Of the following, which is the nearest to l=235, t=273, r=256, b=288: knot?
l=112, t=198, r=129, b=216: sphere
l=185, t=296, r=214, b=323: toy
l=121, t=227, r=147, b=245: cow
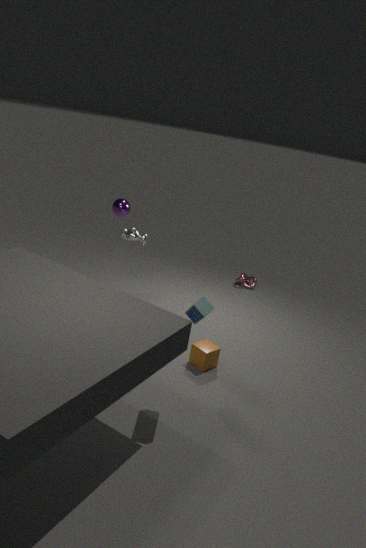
l=121, t=227, r=147, b=245: cow
